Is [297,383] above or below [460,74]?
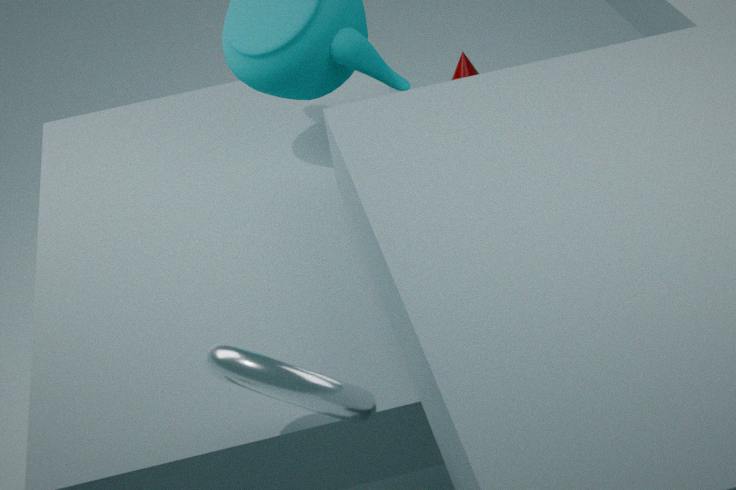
above
